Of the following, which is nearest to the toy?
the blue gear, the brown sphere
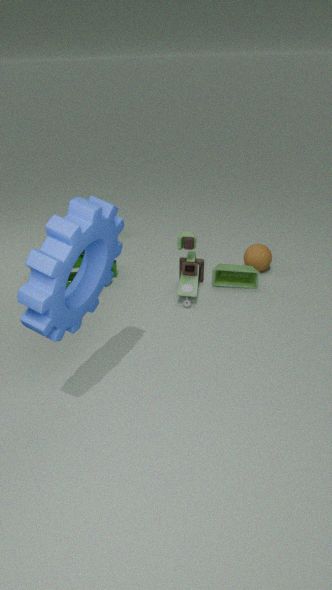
the brown sphere
